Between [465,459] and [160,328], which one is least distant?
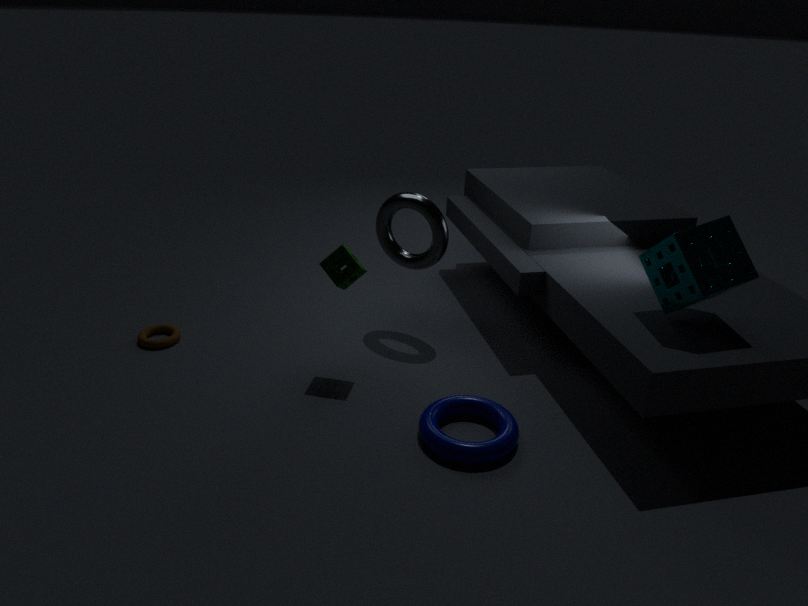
[465,459]
